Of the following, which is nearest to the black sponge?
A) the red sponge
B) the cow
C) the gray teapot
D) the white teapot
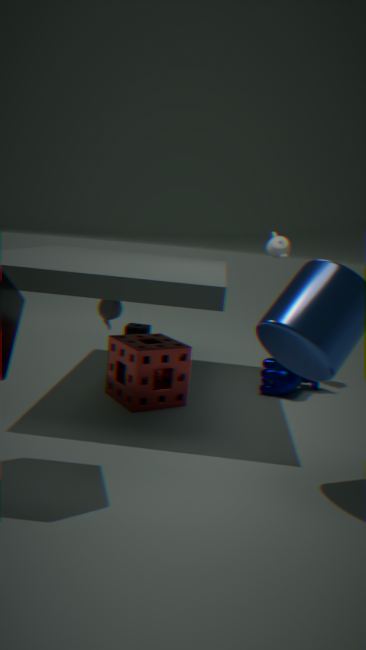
the gray teapot
